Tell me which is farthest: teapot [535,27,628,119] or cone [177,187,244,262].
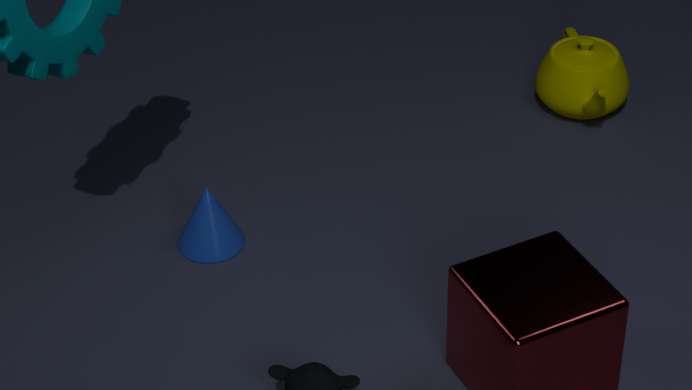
teapot [535,27,628,119]
